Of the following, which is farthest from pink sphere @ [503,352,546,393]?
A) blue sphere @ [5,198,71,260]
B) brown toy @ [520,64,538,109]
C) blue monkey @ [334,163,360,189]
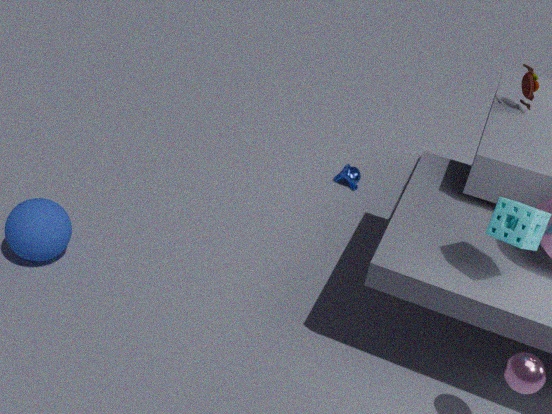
blue sphere @ [5,198,71,260]
